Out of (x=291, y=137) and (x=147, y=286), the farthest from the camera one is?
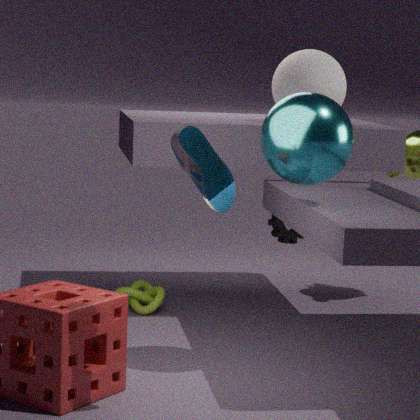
(x=147, y=286)
